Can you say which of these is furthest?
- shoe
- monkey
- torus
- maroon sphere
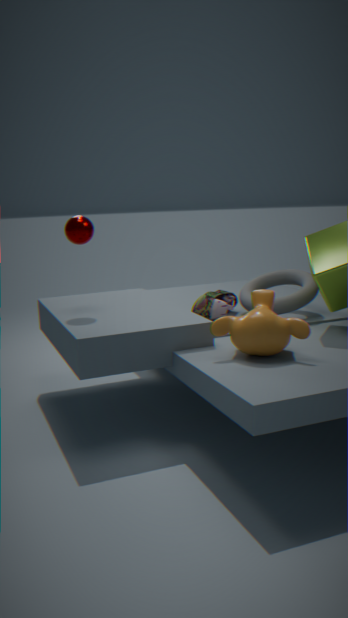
torus
